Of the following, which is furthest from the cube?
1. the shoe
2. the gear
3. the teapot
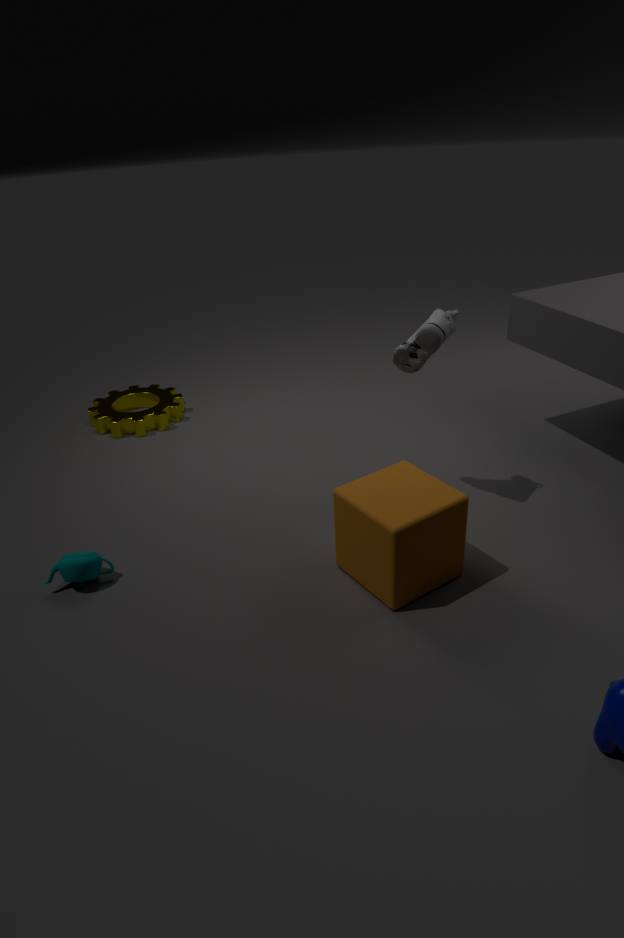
the gear
